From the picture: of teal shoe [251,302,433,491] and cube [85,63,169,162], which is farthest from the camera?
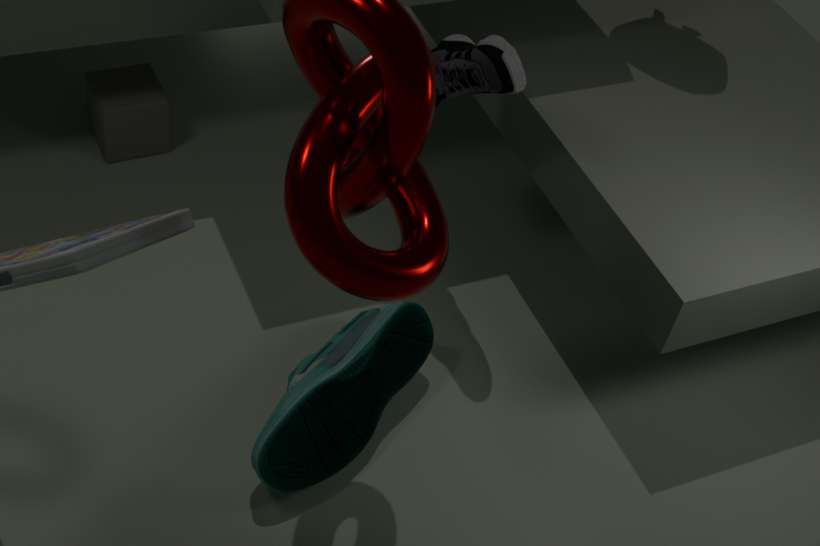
cube [85,63,169,162]
